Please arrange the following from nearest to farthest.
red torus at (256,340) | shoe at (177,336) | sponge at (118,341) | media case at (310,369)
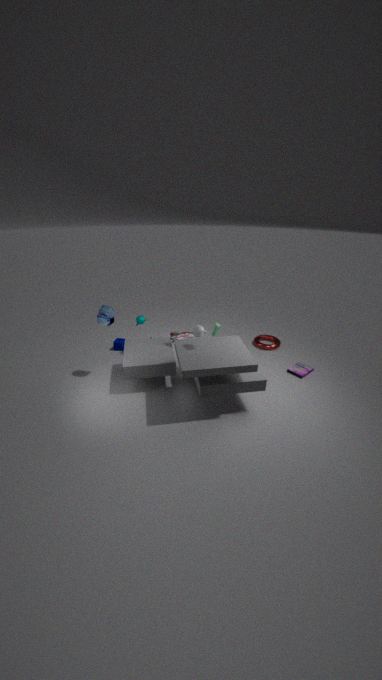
shoe at (177,336)
media case at (310,369)
sponge at (118,341)
red torus at (256,340)
